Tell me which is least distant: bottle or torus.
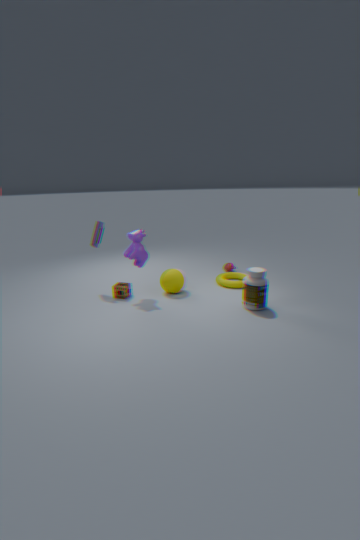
bottle
